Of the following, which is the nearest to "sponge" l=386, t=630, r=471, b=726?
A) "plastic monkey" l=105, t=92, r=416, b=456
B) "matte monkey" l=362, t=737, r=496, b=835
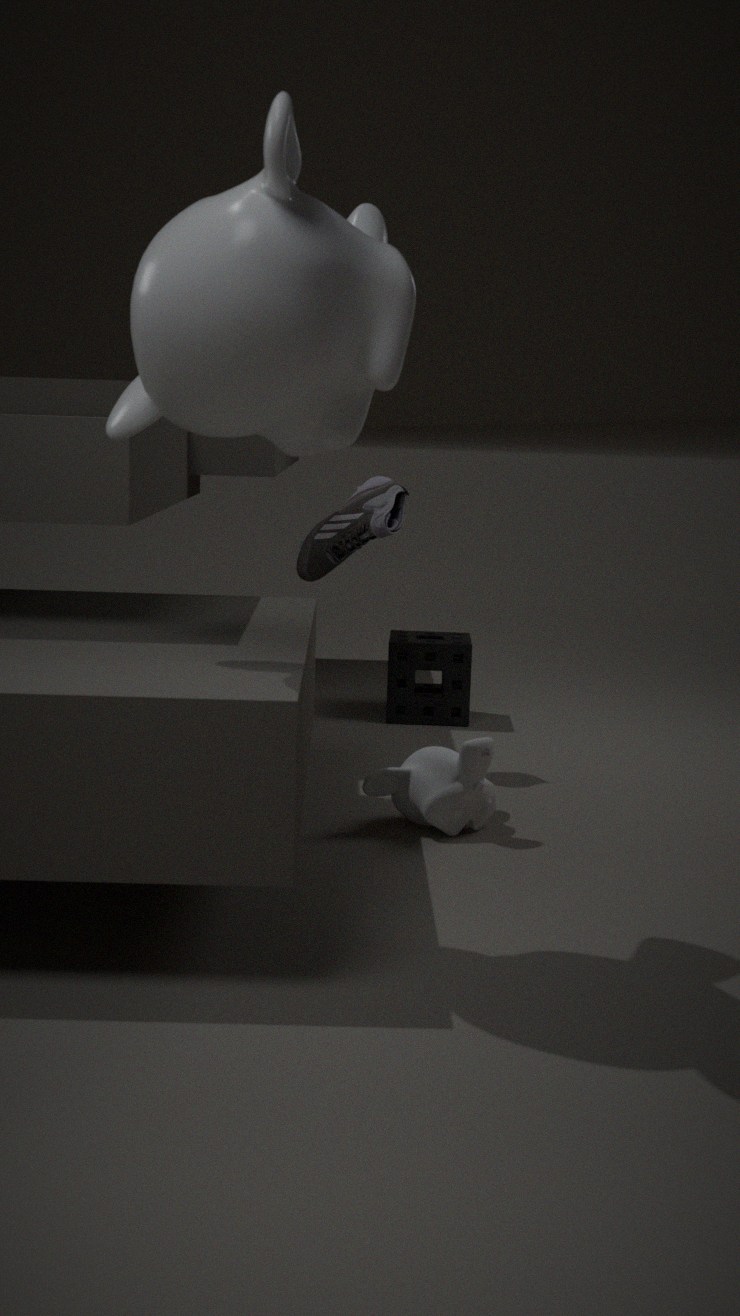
"matte monkey" l=362, t=737, r=496, b=835
